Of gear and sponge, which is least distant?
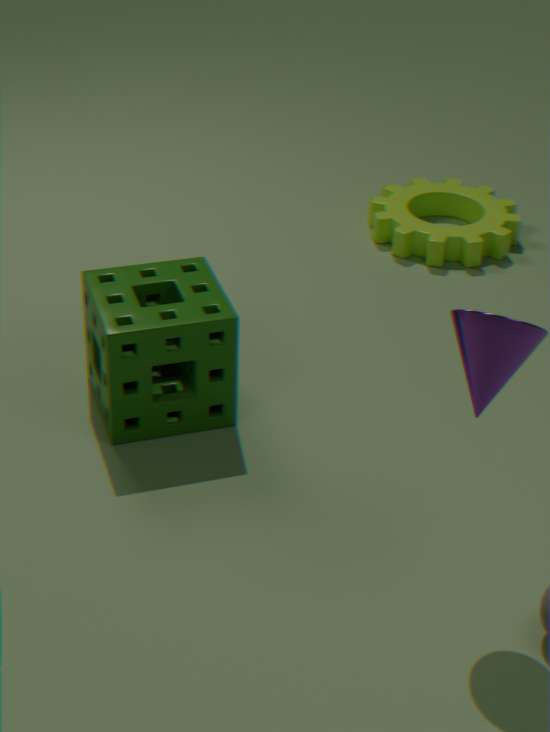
sponge
